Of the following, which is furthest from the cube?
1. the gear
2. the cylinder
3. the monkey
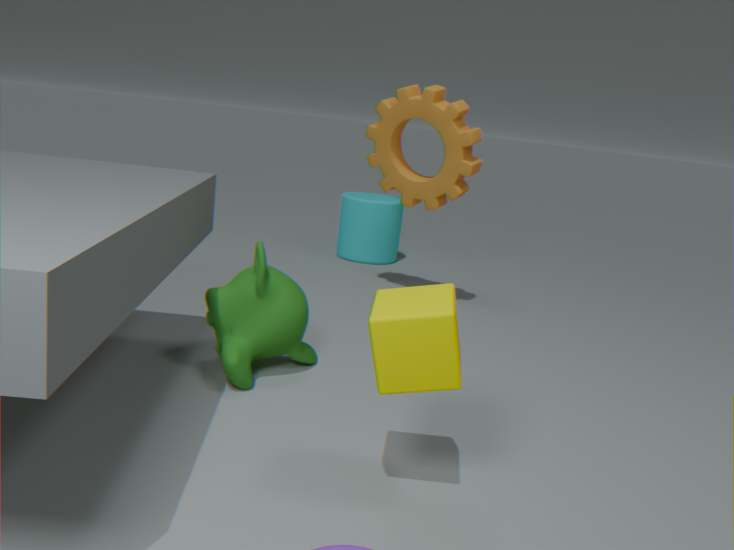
the cylinder
